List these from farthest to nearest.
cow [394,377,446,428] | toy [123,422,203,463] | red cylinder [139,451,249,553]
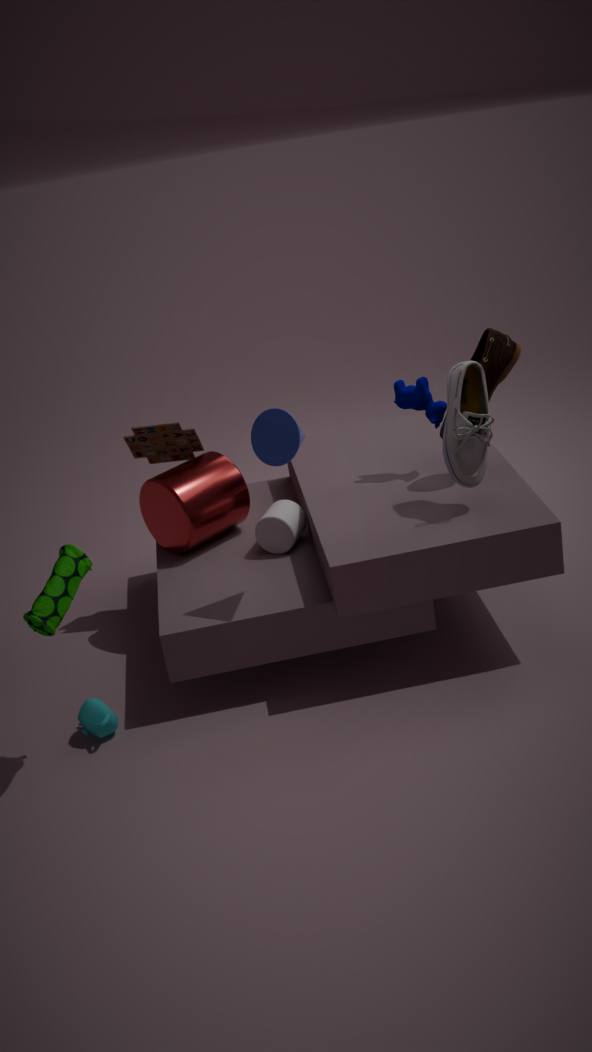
toy [123,422,203,463], red cylinder [139,451,249,553], cow [394,377,446,428]
